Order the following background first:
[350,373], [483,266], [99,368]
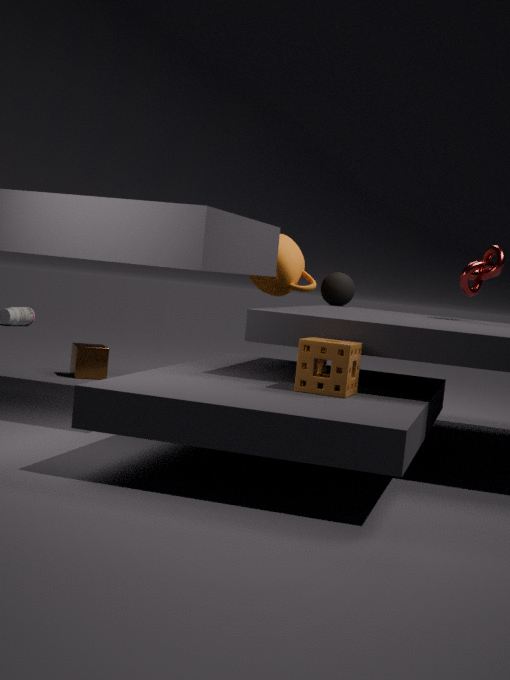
[99,368], [483,266], [350,373]
